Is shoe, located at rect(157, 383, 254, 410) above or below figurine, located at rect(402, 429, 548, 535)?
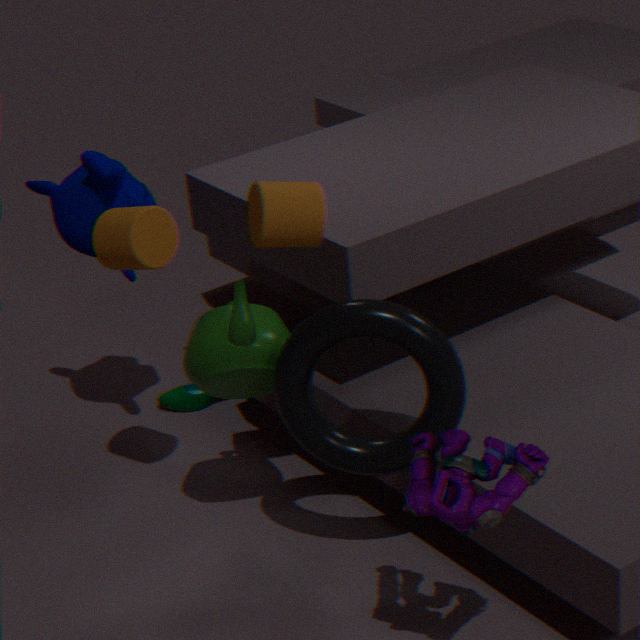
below
